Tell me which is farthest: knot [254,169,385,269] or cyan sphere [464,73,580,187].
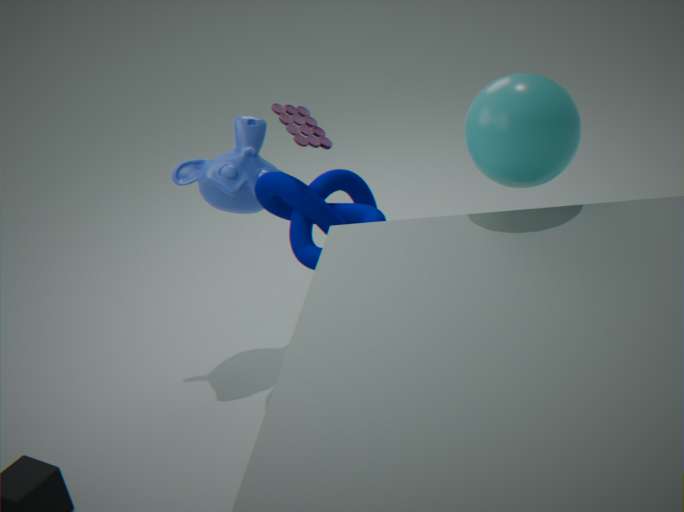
knot [254,169,385,269]
